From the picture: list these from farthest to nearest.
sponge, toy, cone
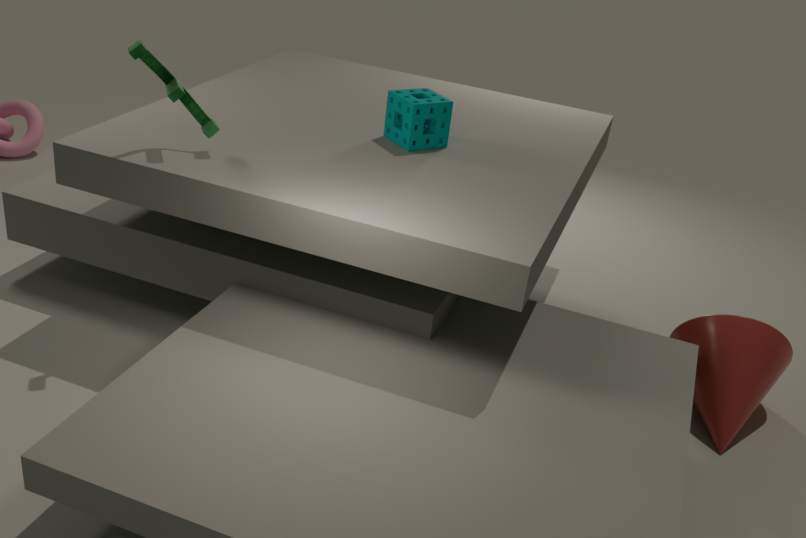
sponge, cone, toy
